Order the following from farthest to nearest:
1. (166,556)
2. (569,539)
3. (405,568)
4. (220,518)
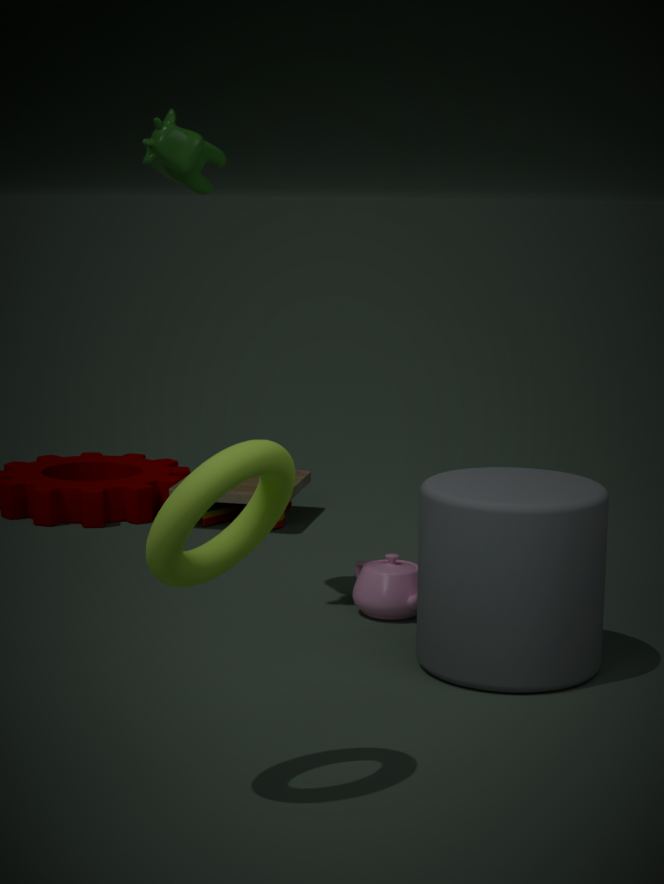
(220,518)
(405,568)
(569,539)
(166,556)
